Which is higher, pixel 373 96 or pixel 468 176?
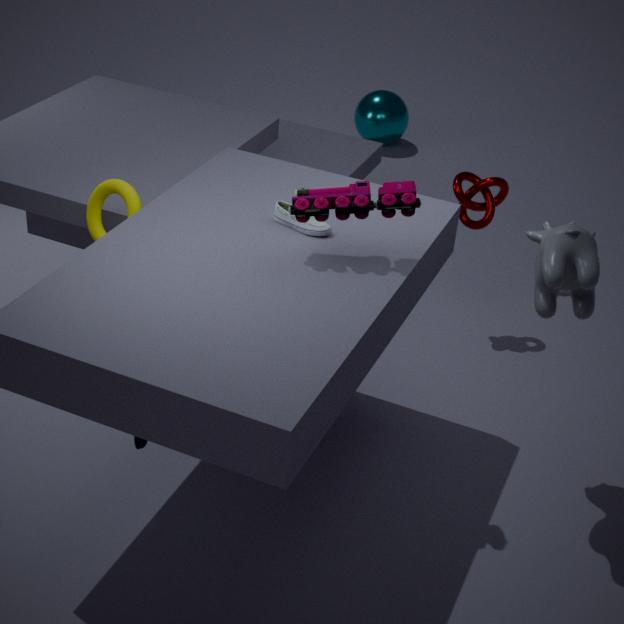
pixel 468 176
